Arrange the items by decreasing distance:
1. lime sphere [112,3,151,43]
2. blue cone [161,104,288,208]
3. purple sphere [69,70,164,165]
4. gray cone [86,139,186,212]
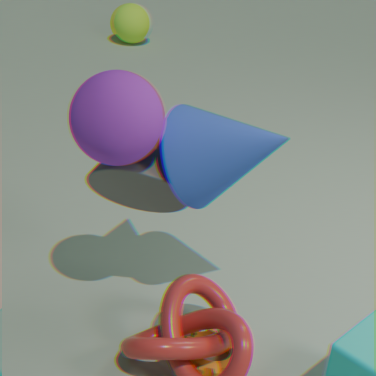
lime sphere [112,3,151,43]
gray cone [86,139,186,212]
blue cone [161,104,288,208]
purple sphere [69,70,164,165]
